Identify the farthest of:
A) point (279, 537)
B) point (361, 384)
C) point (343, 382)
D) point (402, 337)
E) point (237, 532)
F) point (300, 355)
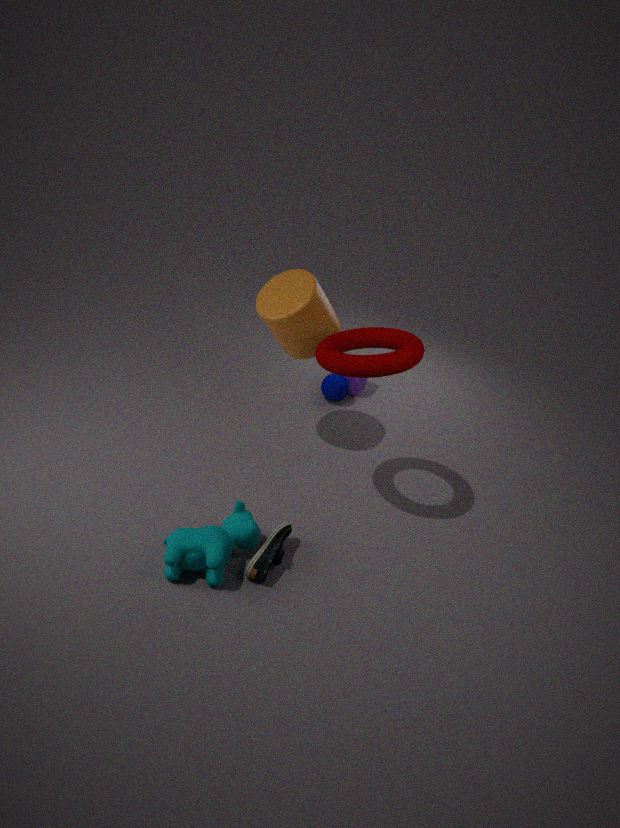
point (361, 384)
